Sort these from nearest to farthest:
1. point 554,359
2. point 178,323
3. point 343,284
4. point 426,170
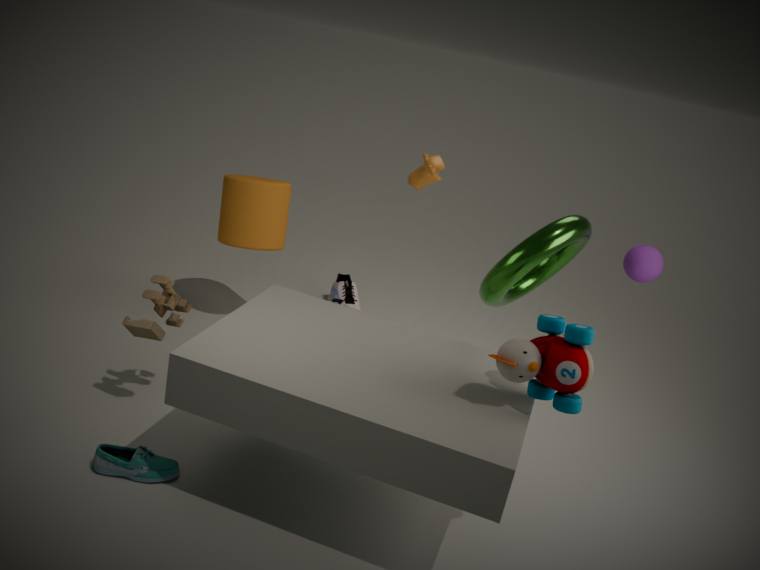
point 554,359, point 178,323, point 426,170, point 343,284
